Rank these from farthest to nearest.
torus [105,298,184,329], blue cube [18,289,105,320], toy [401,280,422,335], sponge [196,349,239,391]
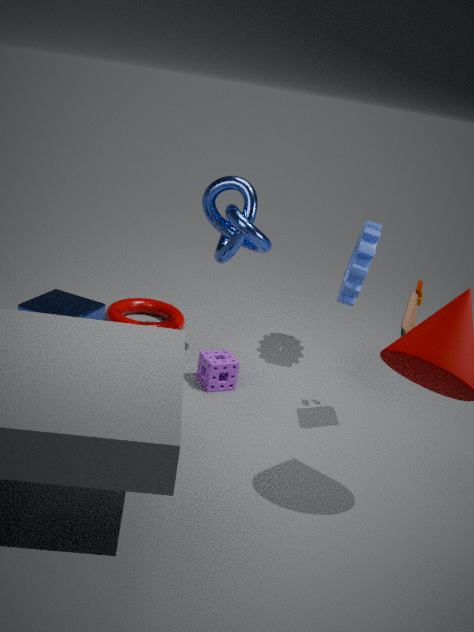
1. torus [105,298,184,329]
2. sponge [196,349,239,391]
3. blue cube [18,289,105,320]
4. toy [401,280,422,335]
